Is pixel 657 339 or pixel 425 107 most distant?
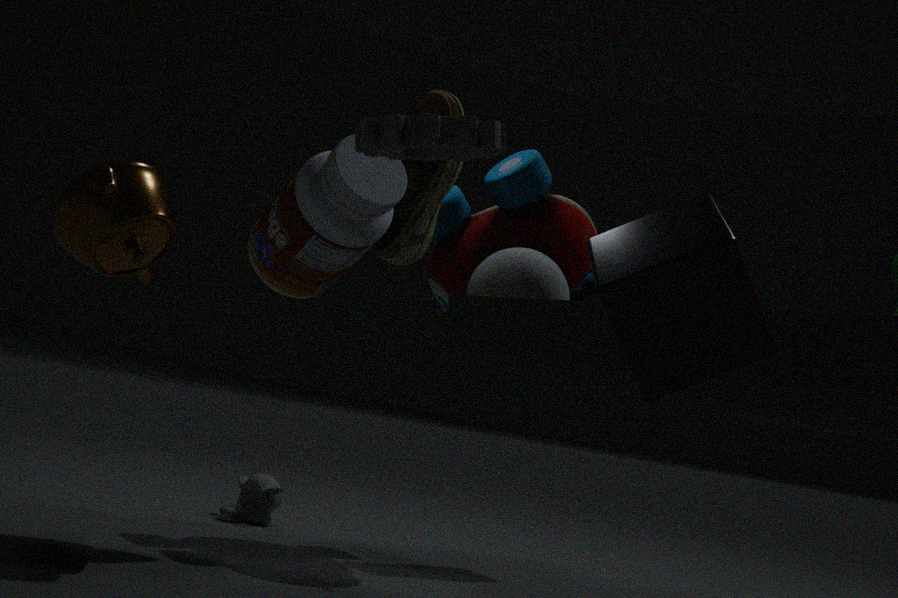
pixel 425 107
